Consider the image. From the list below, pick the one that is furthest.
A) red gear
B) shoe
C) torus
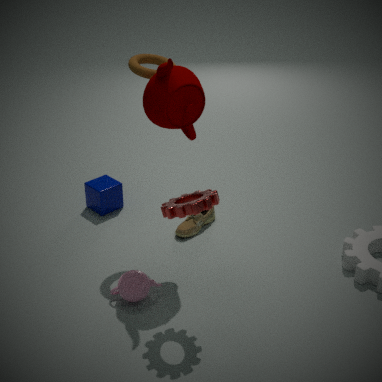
shoe
